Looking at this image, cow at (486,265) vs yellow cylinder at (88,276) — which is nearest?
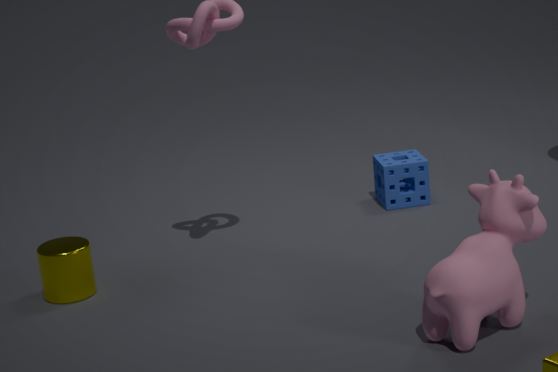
cow at (486,265)
